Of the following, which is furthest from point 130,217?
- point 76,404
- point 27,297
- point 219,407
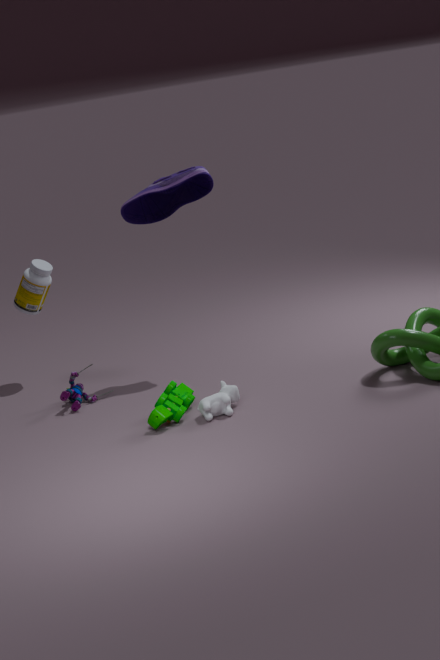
point 219,407
